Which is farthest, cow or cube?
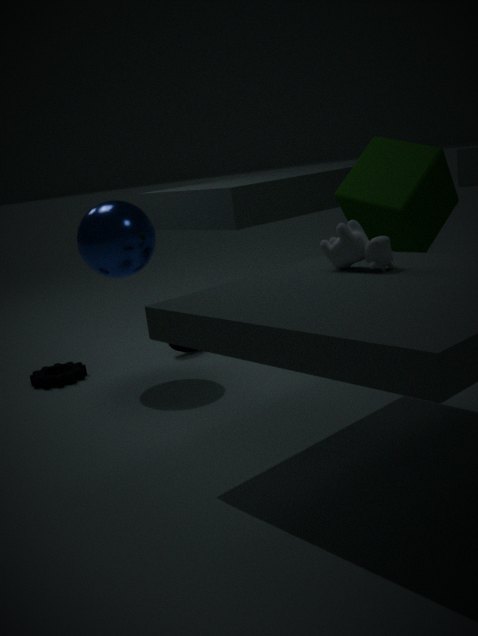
cube
